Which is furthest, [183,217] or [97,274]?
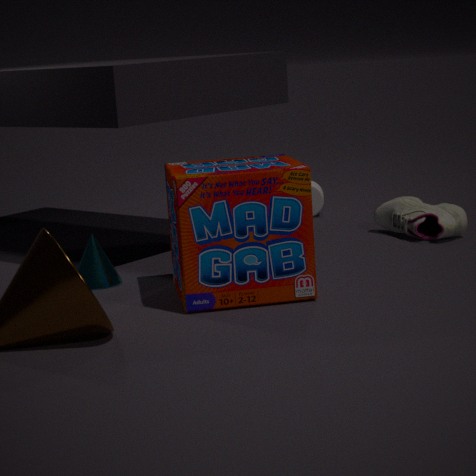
[97,274]
